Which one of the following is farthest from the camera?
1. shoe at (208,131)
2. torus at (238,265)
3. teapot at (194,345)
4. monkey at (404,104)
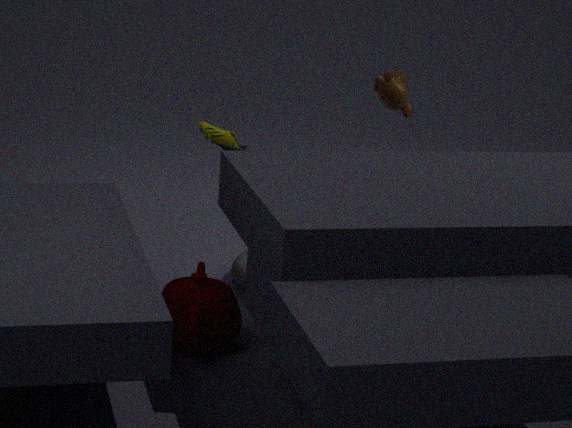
monkey at (404,104)
